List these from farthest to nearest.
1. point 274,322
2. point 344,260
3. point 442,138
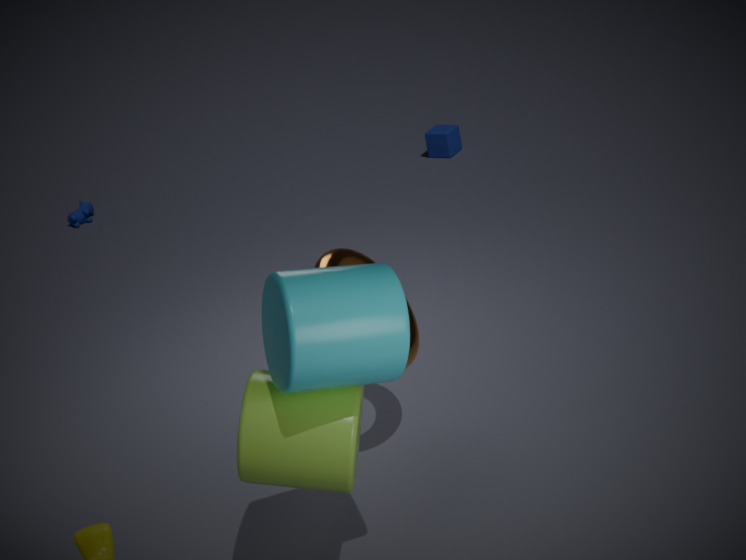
point 442,138 < point 344,260 < point 274,322
